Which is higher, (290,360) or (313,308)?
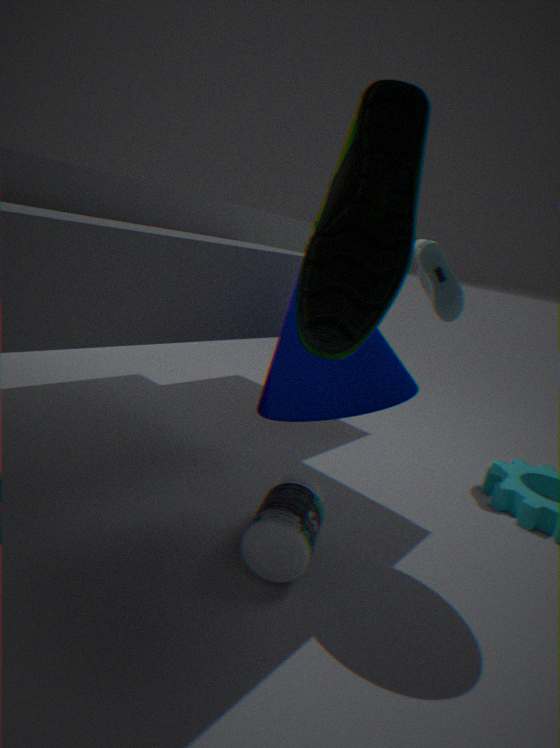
(313,308)
